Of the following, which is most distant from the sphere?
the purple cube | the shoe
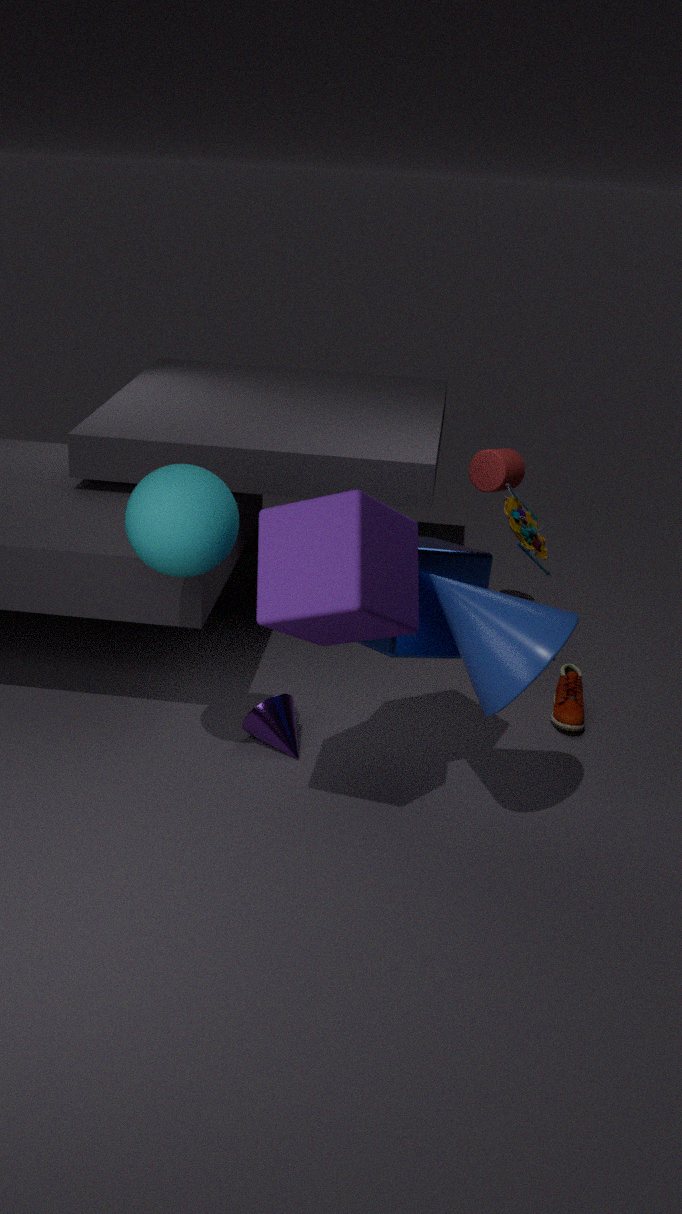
the shoe
